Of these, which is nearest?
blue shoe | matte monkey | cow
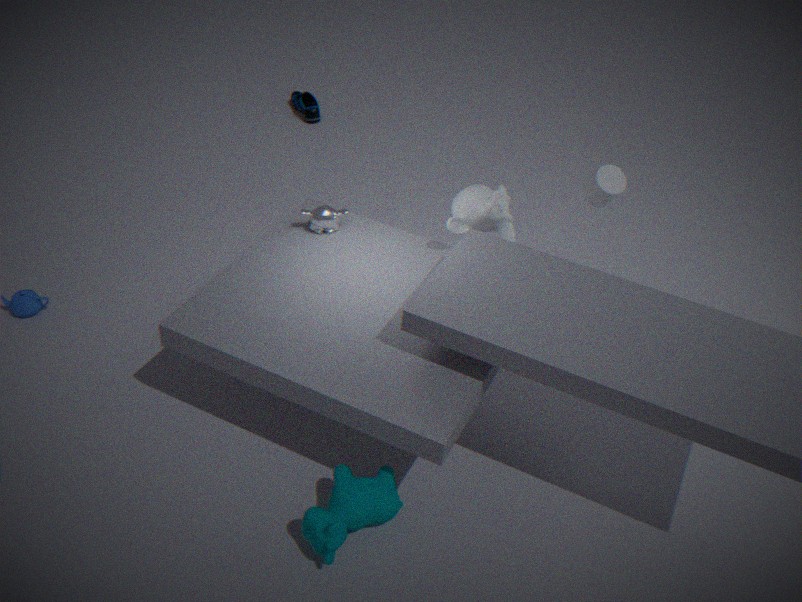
cow
